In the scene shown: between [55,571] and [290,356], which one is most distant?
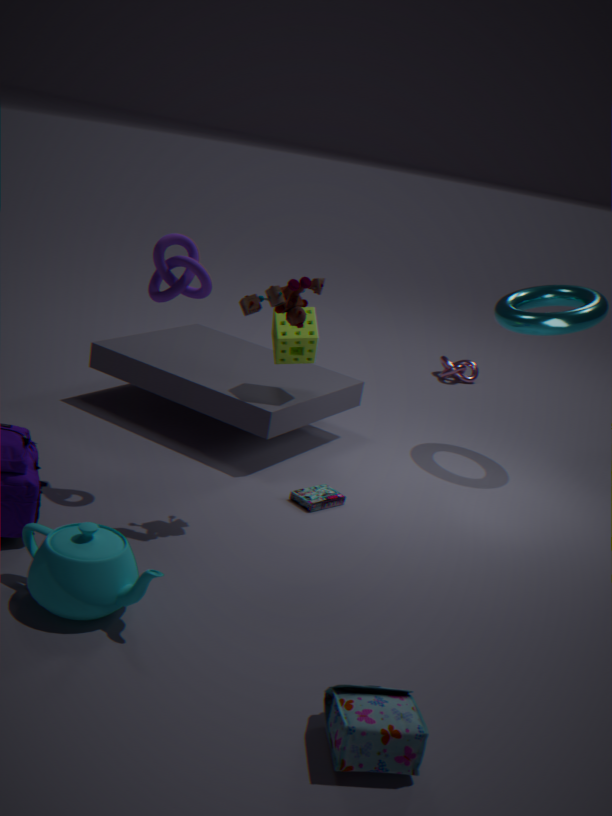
[290,356]
